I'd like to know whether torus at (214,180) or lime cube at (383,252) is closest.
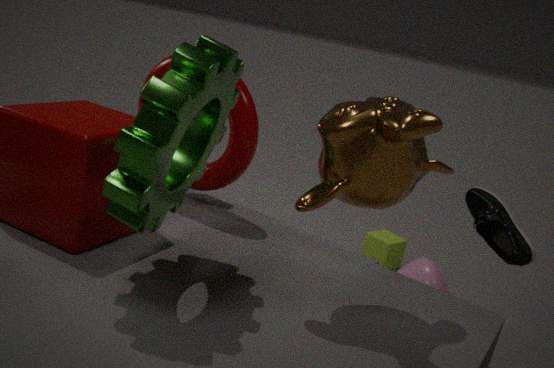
torus at (214,180)
